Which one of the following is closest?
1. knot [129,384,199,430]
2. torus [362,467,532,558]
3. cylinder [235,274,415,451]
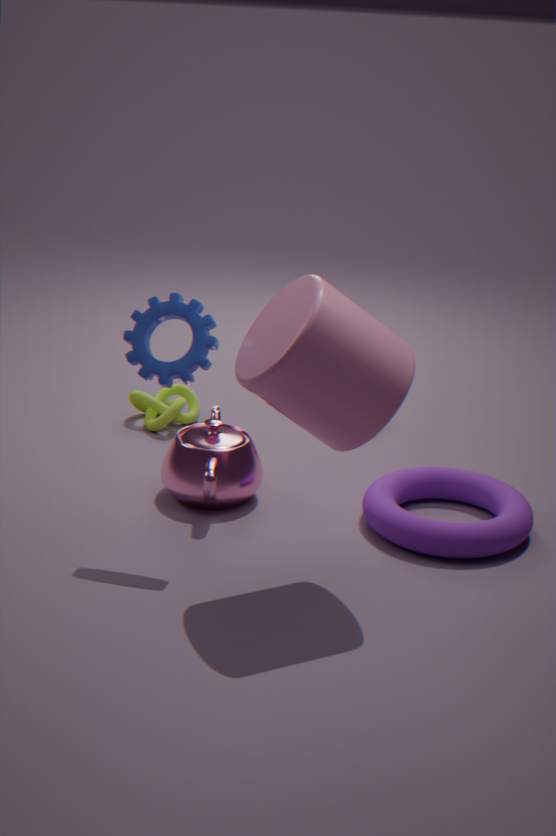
cylinder [235,274,415,451]
